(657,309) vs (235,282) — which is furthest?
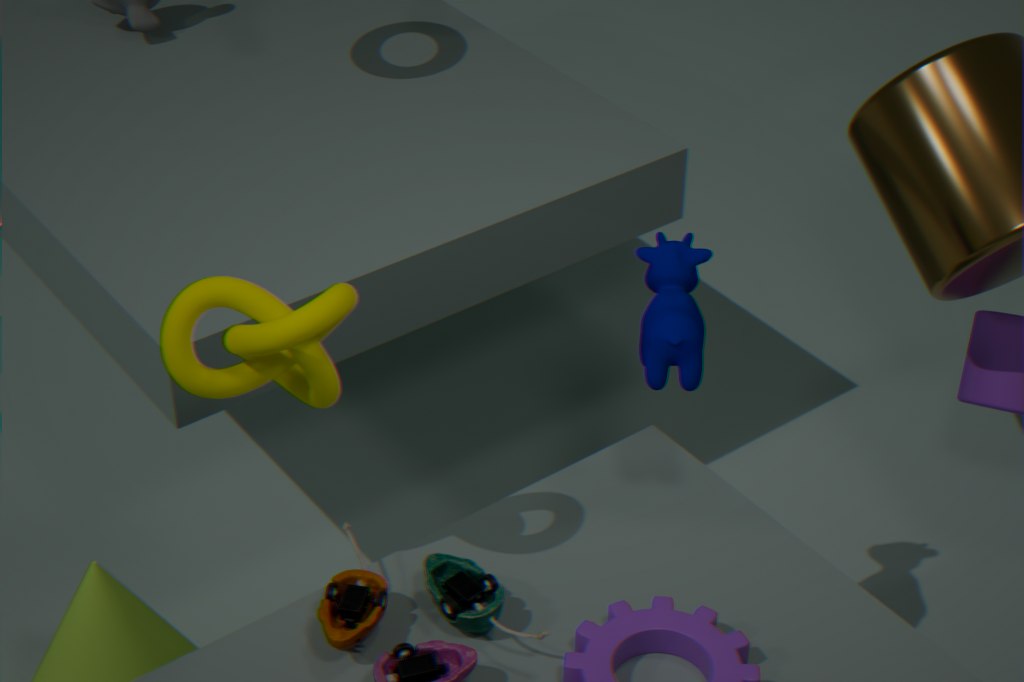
(657,309)
